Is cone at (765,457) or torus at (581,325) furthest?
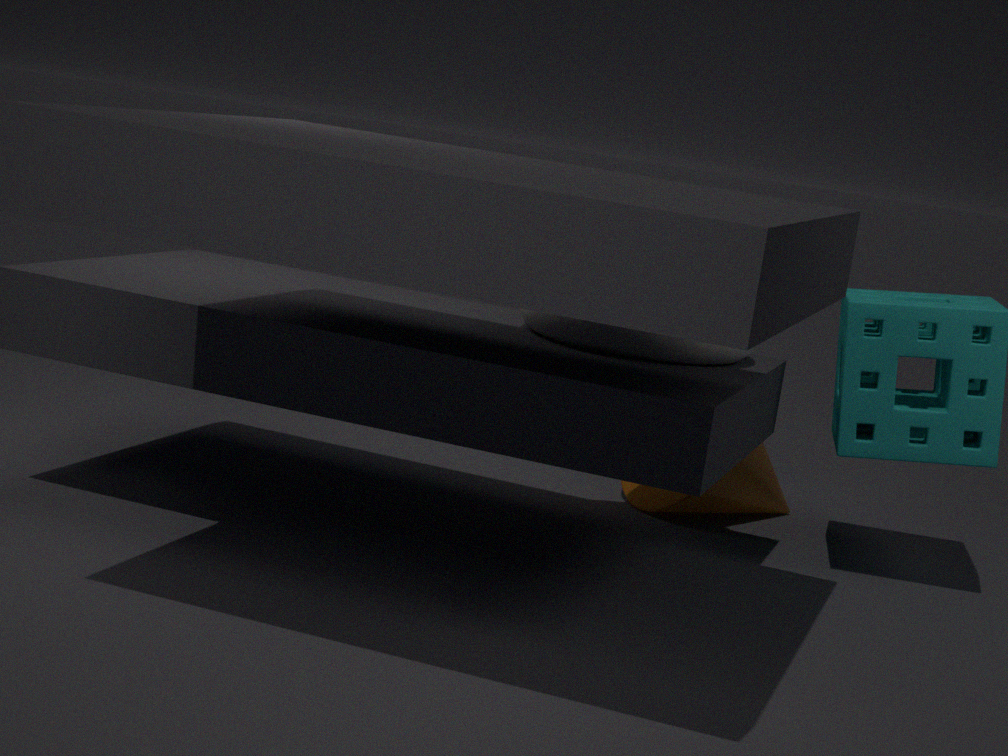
cone at (765,457)
